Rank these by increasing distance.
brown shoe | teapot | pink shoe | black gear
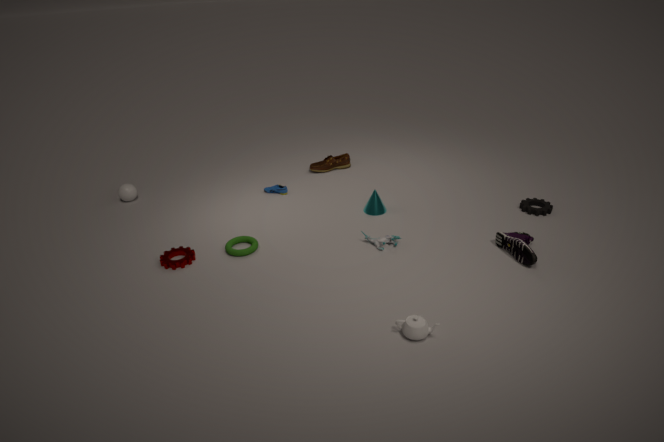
teapot
pink shoe
black gear
brown shoe
